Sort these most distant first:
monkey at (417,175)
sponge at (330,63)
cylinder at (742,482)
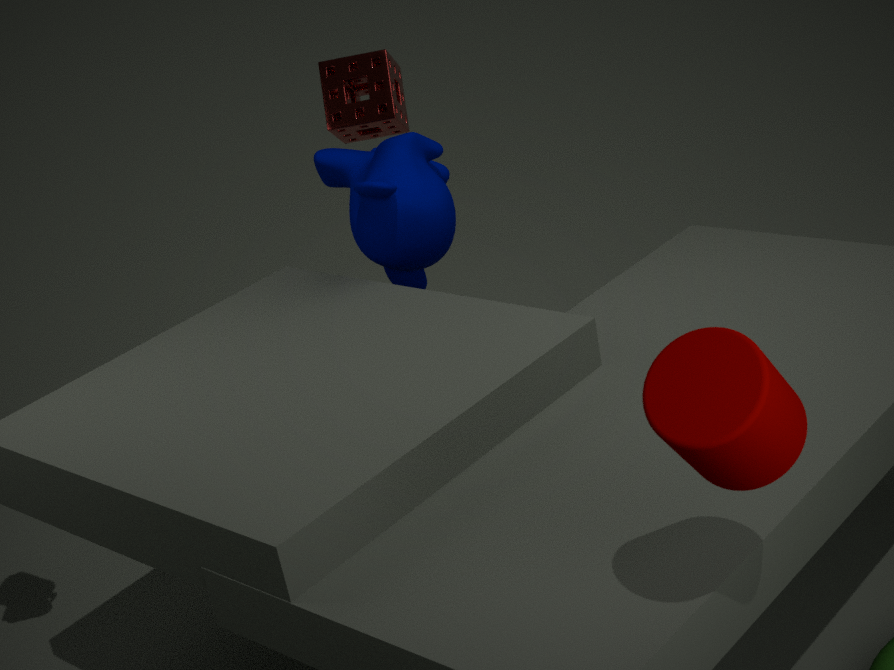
sponge at (330,63) → monkey at (417,175) → cylinder at (742,482)
